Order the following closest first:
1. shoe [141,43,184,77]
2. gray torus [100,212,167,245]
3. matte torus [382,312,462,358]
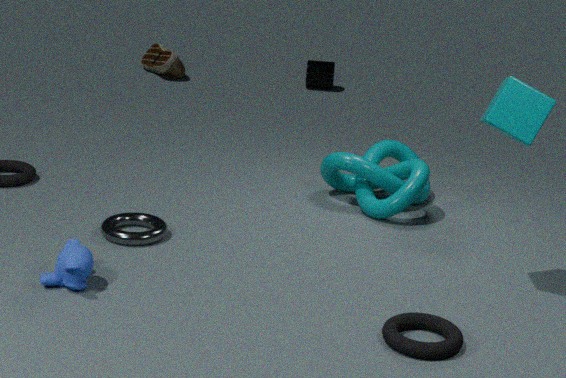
matte torus [382,312,462,358] < gray torus [100,212,167,245] < shoe [141,43,184,77]
